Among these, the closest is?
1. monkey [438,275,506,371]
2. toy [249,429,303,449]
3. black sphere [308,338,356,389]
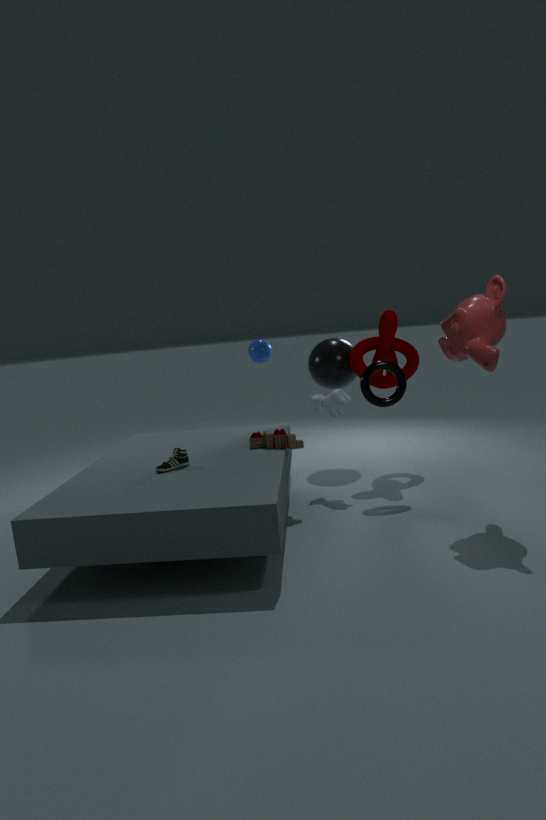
monkey [438,275,506,371]
